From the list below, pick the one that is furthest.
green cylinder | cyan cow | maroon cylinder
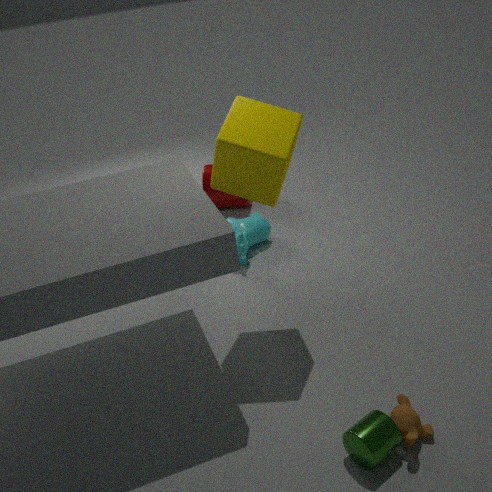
maroon cylinder
